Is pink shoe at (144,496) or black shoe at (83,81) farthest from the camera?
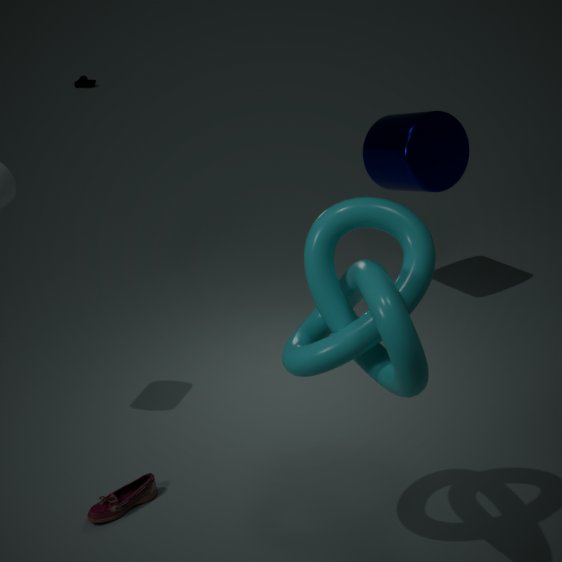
black shoe at (83,81)
